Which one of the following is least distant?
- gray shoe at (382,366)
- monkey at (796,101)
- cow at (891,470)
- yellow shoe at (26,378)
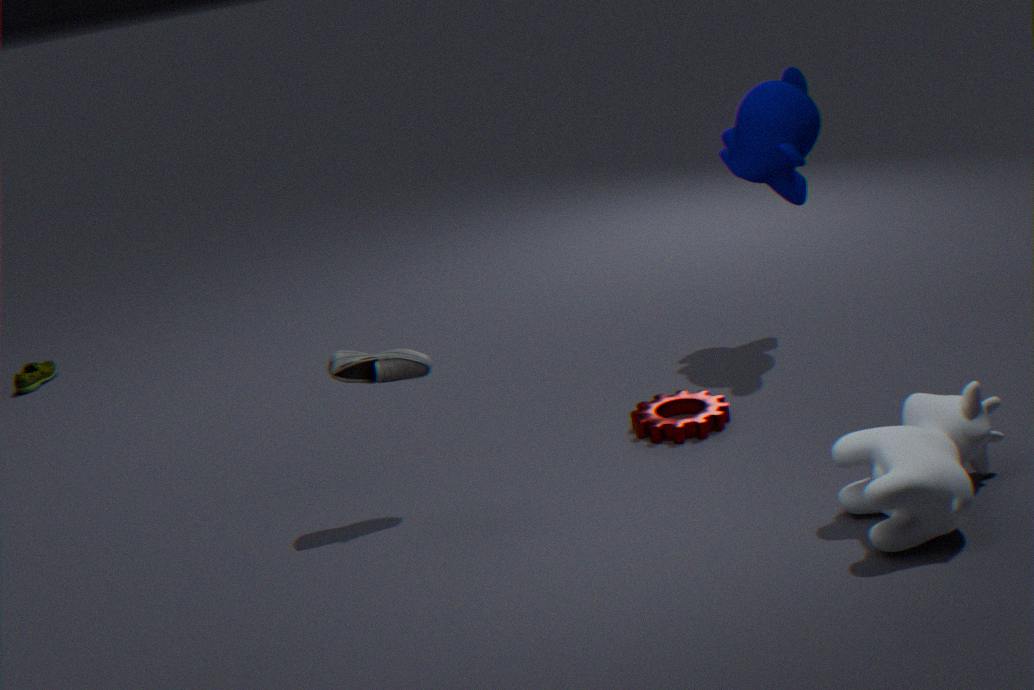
cow at (891,470)
